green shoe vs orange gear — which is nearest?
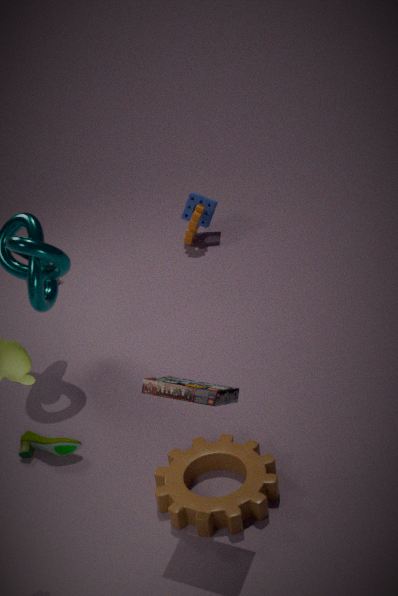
green shoe
